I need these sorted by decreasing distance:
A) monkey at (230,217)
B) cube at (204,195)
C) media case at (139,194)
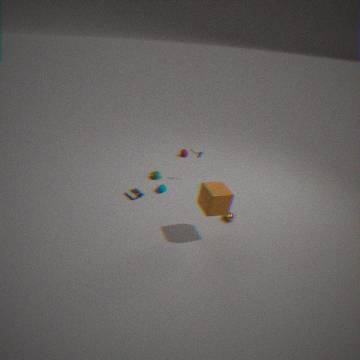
media case at (139,194) → monkey at (230,217) → cube at (204,195)
